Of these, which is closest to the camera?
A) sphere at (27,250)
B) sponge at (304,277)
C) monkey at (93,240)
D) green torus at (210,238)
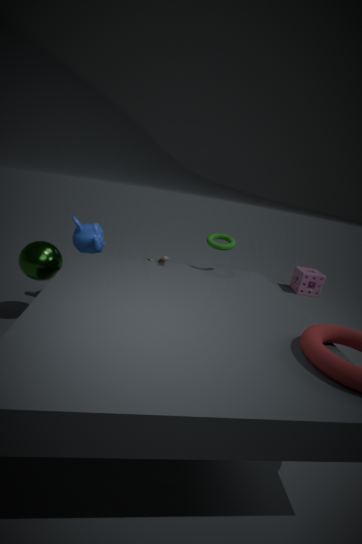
sphere at (27,250)
